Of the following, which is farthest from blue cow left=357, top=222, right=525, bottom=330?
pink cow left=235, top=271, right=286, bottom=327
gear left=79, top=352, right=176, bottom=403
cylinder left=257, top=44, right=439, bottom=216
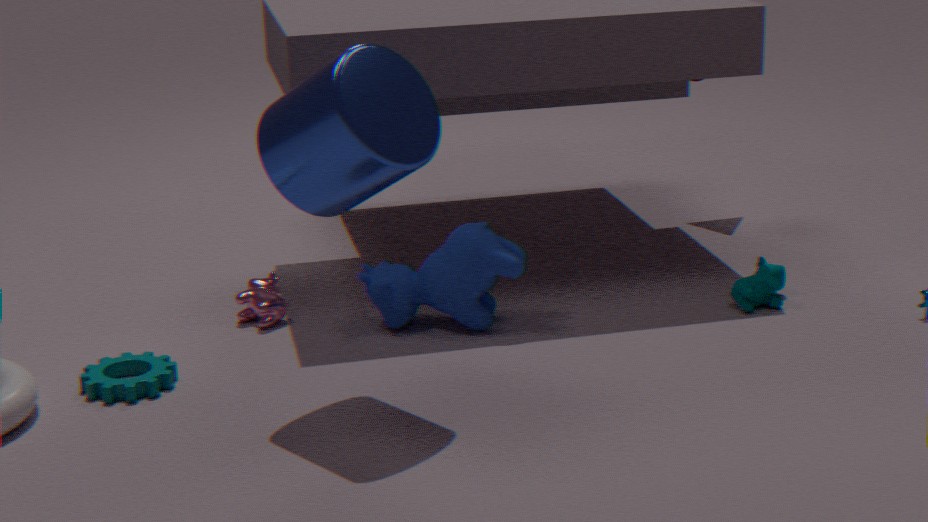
gear left=79, top=352, right=176, bottom=403
